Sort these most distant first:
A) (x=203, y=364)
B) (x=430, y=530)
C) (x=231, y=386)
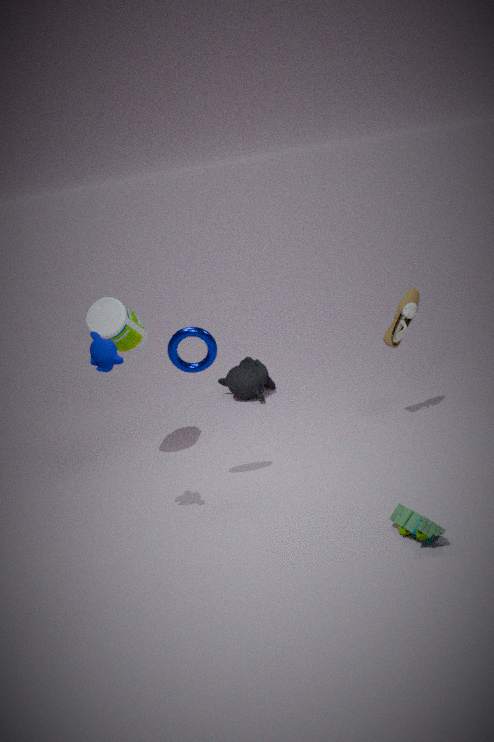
(x=231, y=386) < (x=203, y=364) < (x=430, y=530)
